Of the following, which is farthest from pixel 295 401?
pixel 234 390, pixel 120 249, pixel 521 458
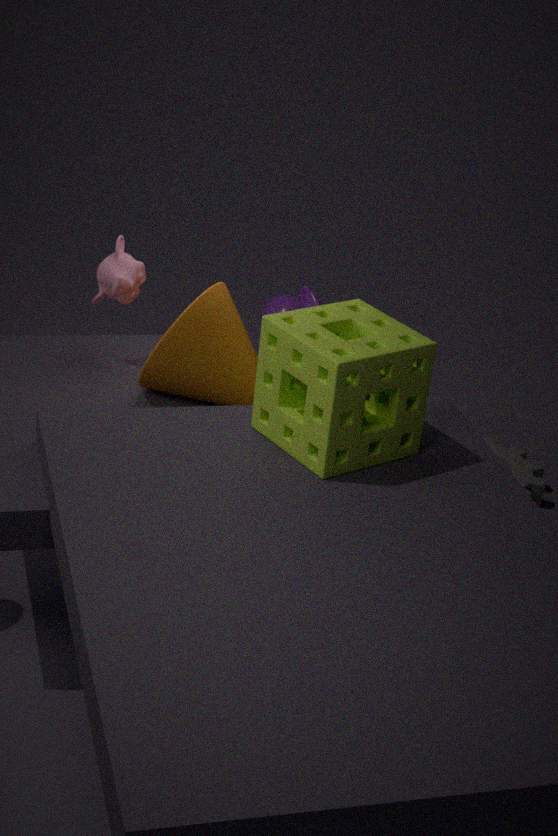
pixel 521 458
